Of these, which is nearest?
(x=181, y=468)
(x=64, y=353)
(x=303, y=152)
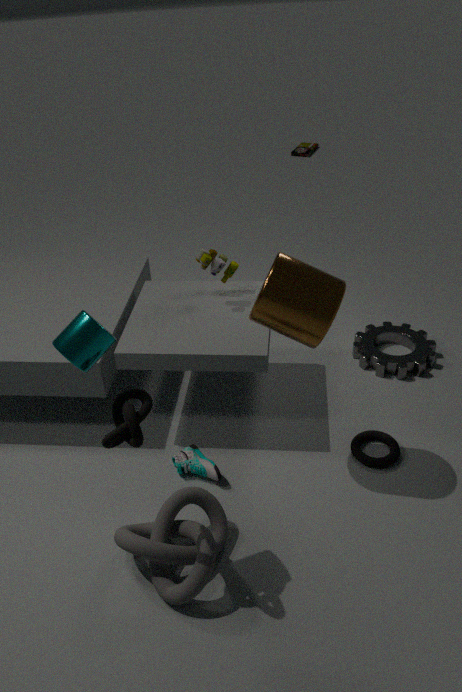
(x=64, y=353)
